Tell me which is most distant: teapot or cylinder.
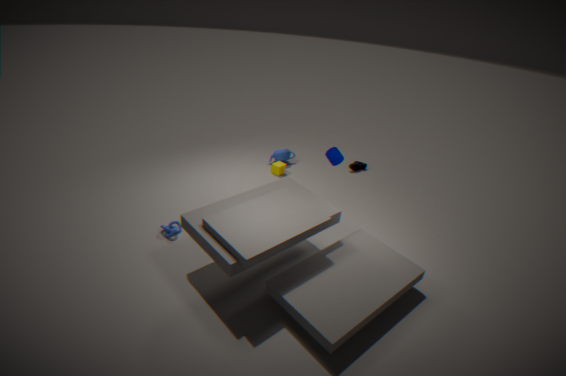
teapot
